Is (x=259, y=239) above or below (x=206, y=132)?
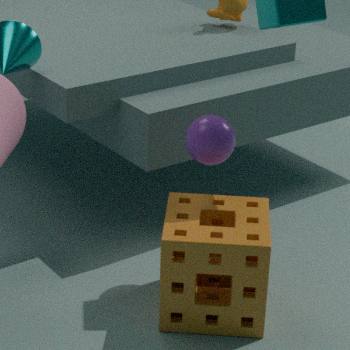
below
